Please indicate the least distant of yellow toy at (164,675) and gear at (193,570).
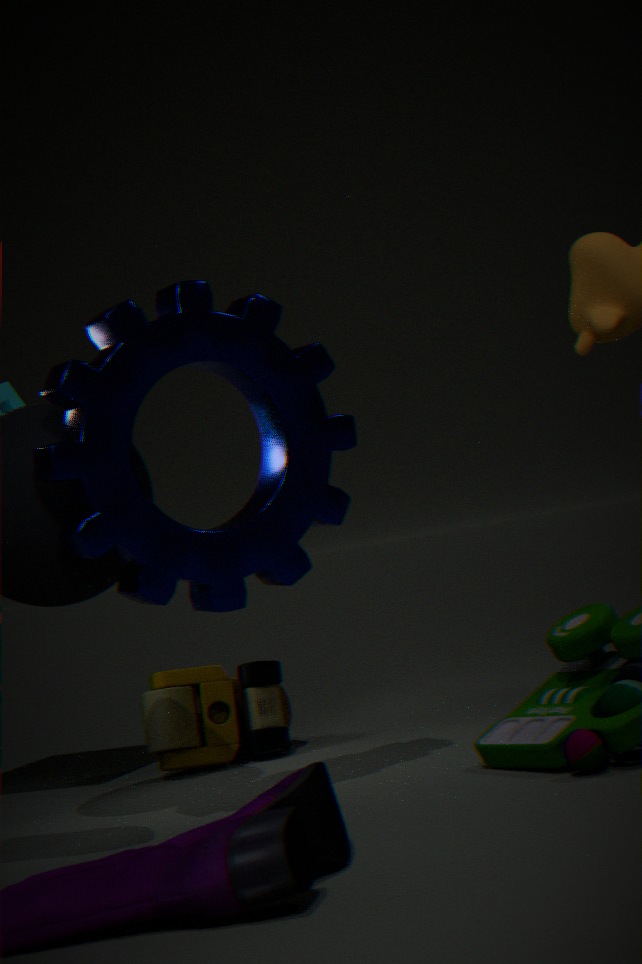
gear at (193,570)
